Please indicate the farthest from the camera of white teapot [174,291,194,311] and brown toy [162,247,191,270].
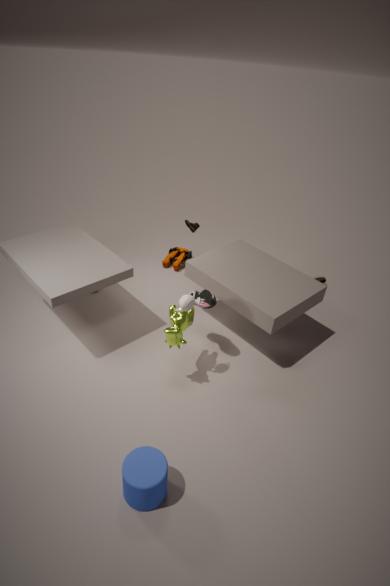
brown toy [162,247,191,270]
